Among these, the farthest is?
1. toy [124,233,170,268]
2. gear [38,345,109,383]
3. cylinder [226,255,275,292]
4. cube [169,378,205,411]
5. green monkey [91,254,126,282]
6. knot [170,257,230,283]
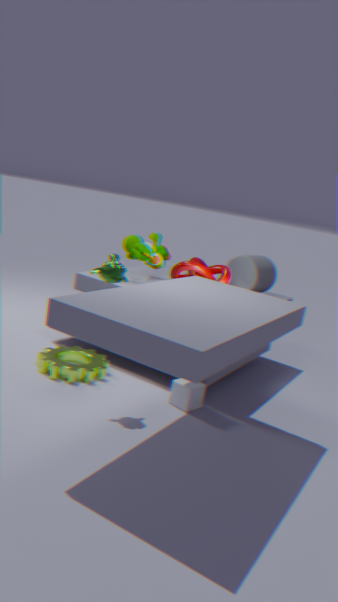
cylinder [226,255,275,292]
